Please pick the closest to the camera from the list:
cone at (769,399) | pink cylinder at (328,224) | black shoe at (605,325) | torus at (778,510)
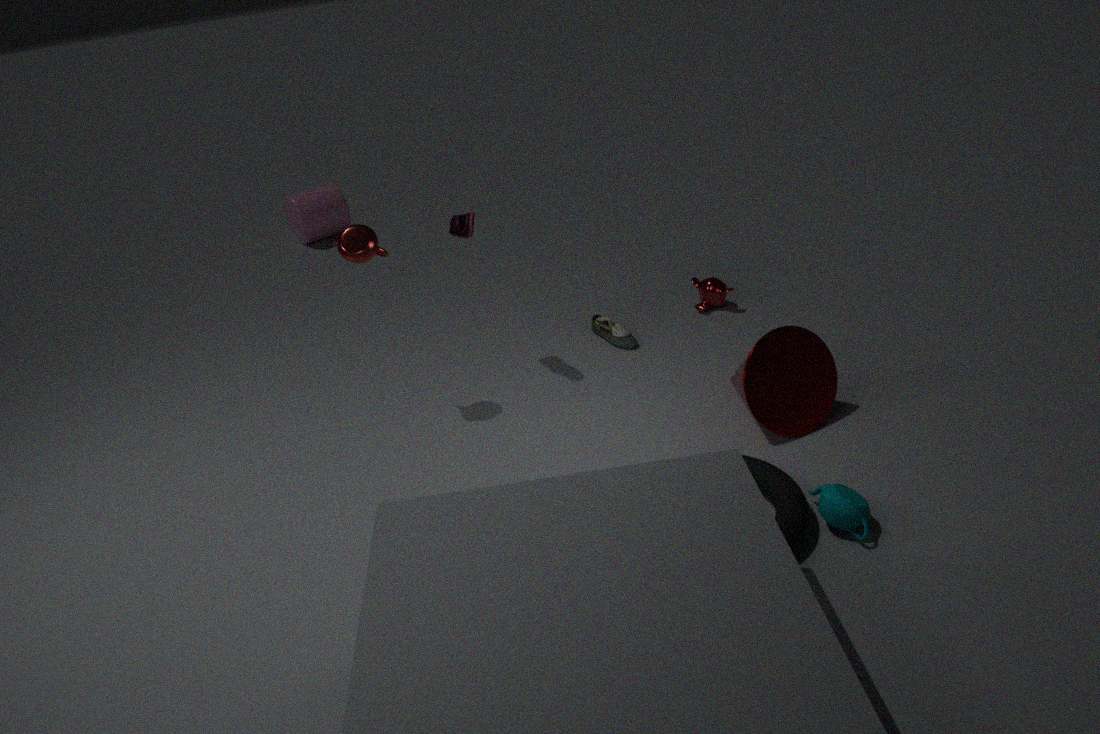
torus at (778,510)
